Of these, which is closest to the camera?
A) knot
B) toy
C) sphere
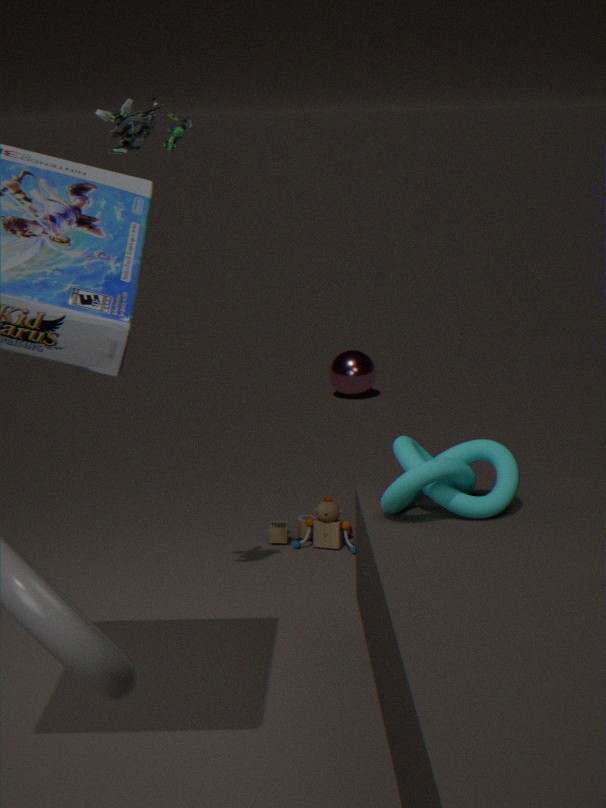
knot
